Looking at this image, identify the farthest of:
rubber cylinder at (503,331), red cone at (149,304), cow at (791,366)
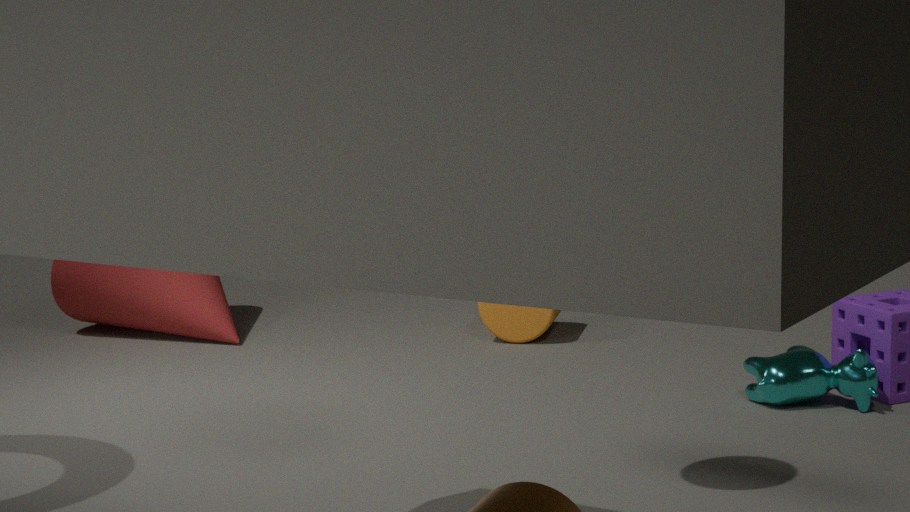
red cone at (149,304)
